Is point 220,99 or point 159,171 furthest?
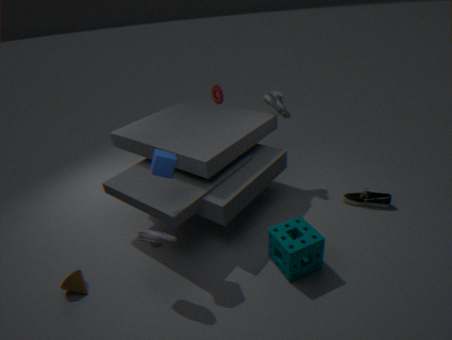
point 220,99
